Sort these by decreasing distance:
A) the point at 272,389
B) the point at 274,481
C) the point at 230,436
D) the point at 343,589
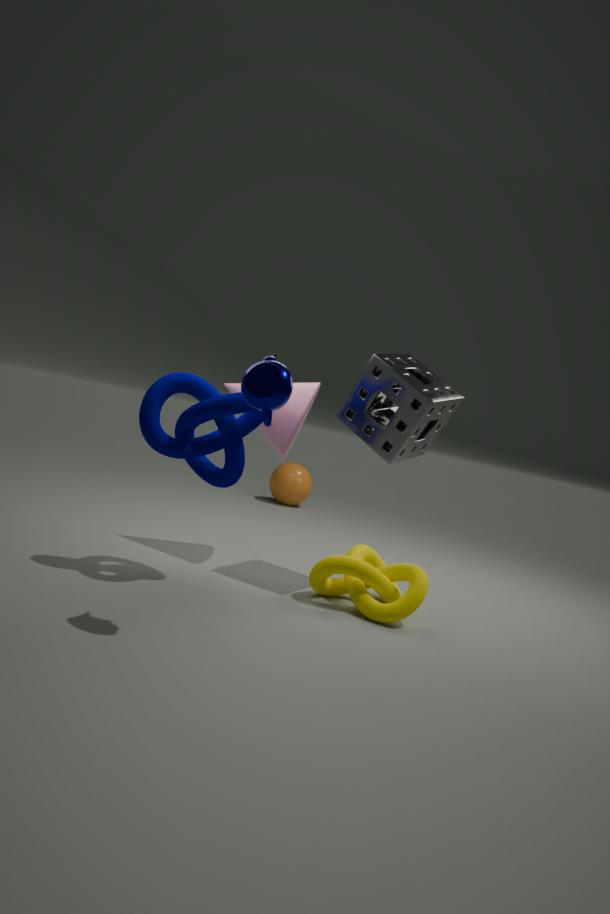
the point at 274,481 → the point at 343,589 → the point at 230,436 → the point at 272,389
